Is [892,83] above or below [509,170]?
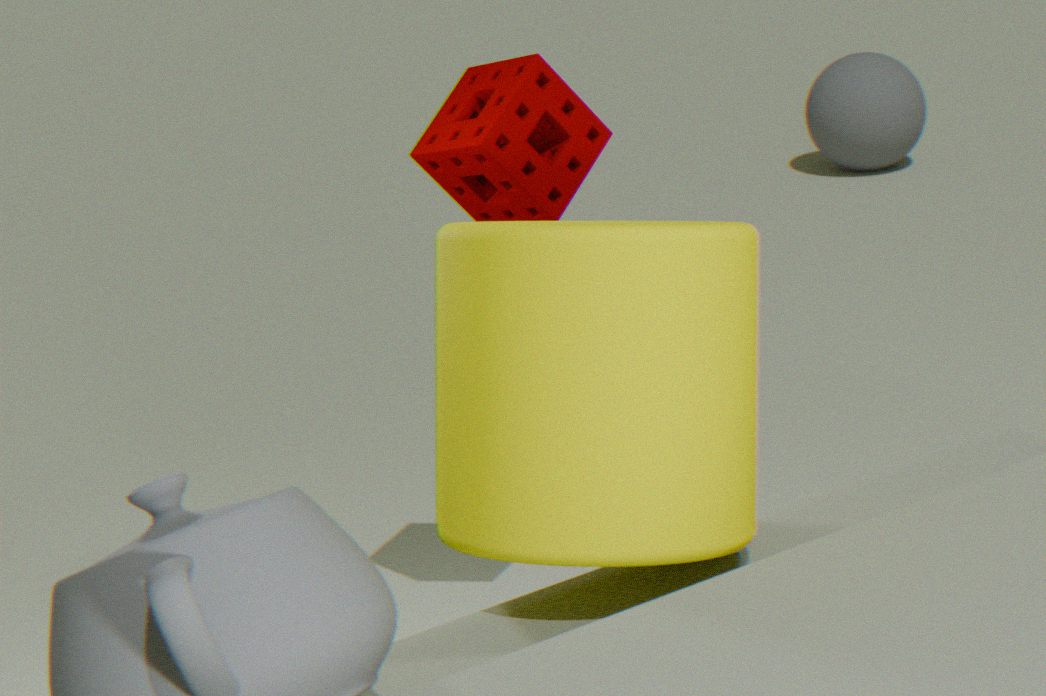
below
